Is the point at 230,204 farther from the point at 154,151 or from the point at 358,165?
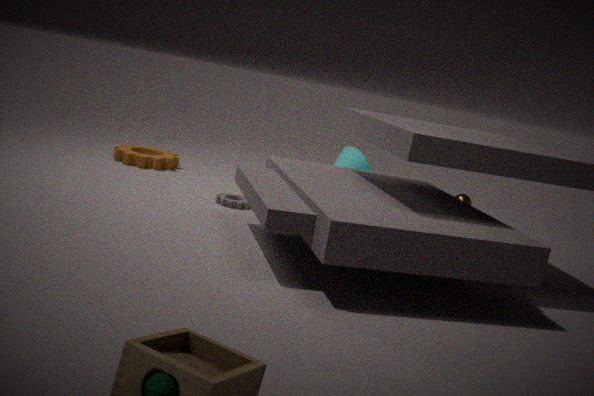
the point at 358,165
